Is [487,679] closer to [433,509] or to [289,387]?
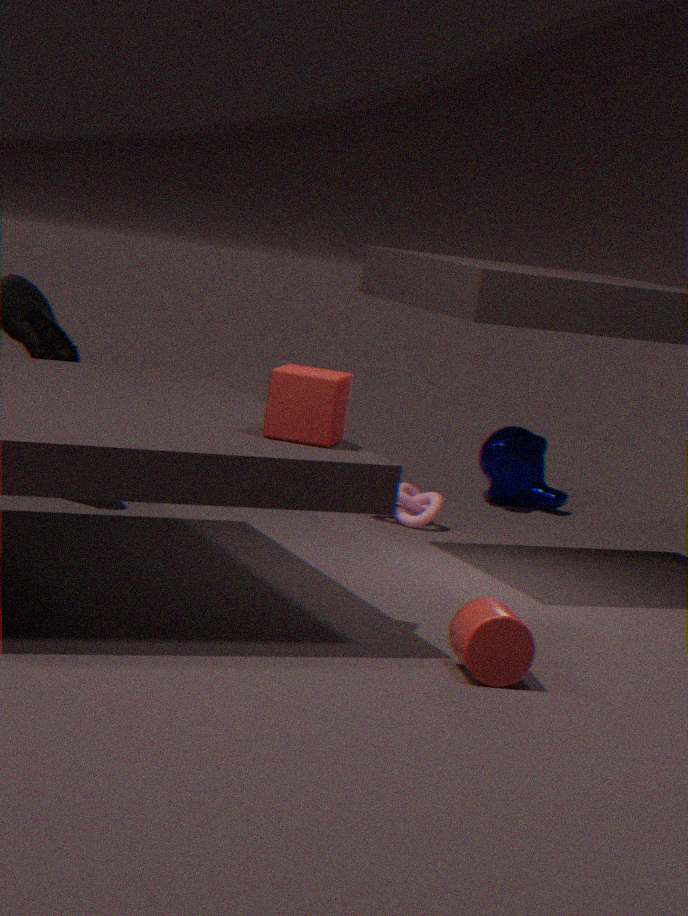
[289,387]
